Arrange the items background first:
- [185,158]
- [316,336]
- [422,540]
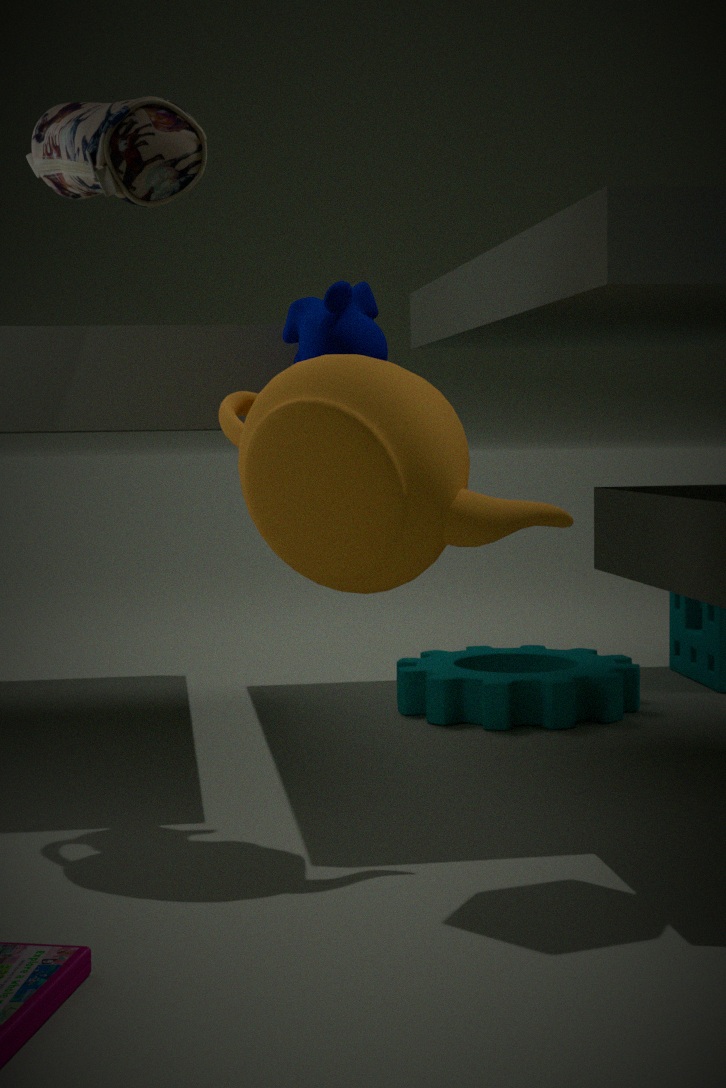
[316,336] → [185,158] → [422,540]
